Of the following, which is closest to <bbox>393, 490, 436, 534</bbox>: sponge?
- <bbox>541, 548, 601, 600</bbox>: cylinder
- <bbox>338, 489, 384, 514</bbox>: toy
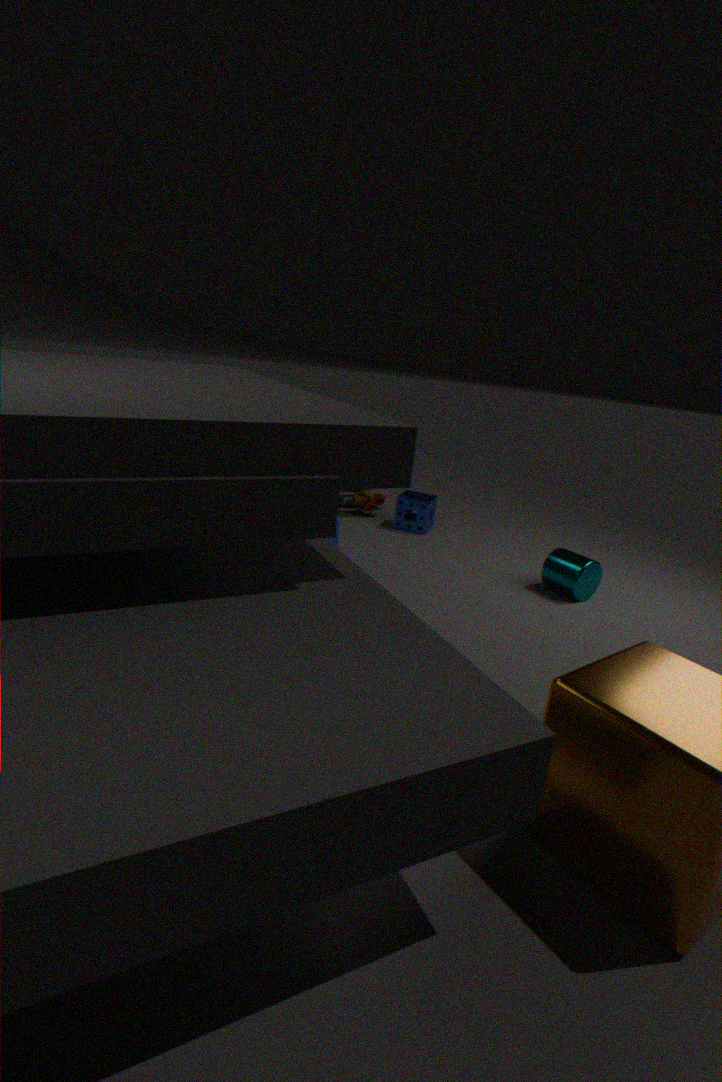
<bbox>338, 489, 384, 514</bbox>: toy
